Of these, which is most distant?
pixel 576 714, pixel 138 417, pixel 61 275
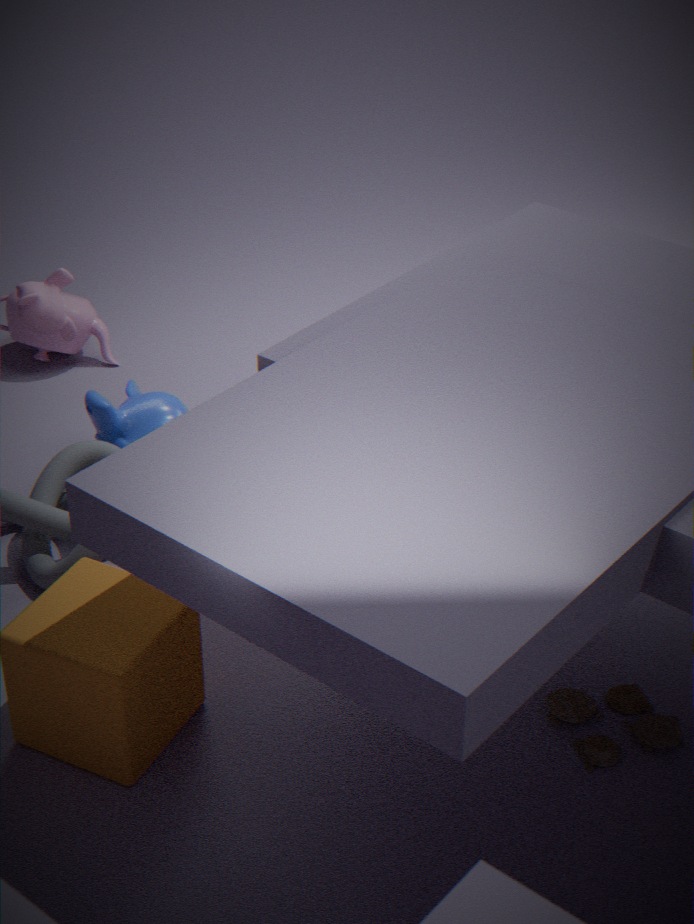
pixel 138 417
